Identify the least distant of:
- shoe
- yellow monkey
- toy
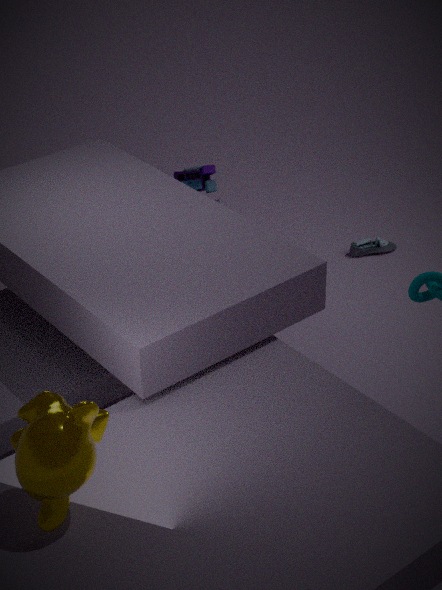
yellow monkey
